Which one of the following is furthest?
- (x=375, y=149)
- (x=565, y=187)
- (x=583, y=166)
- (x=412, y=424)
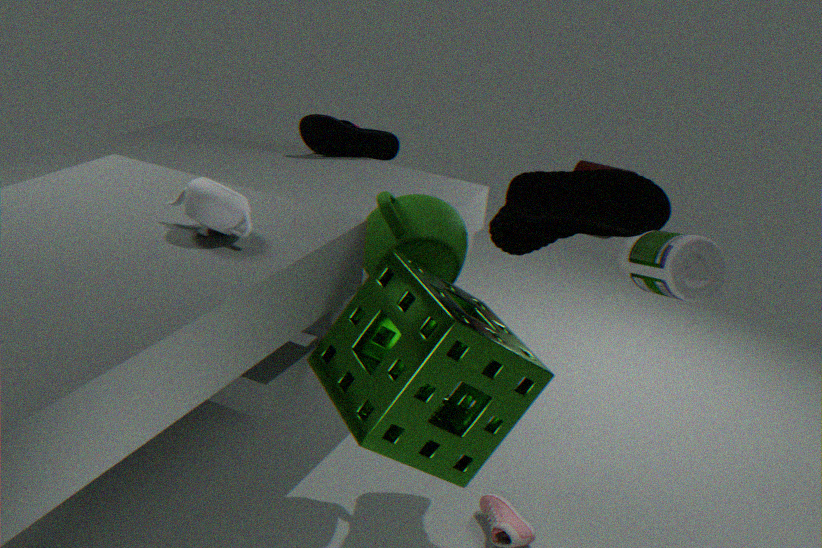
(x=583, y=166)
